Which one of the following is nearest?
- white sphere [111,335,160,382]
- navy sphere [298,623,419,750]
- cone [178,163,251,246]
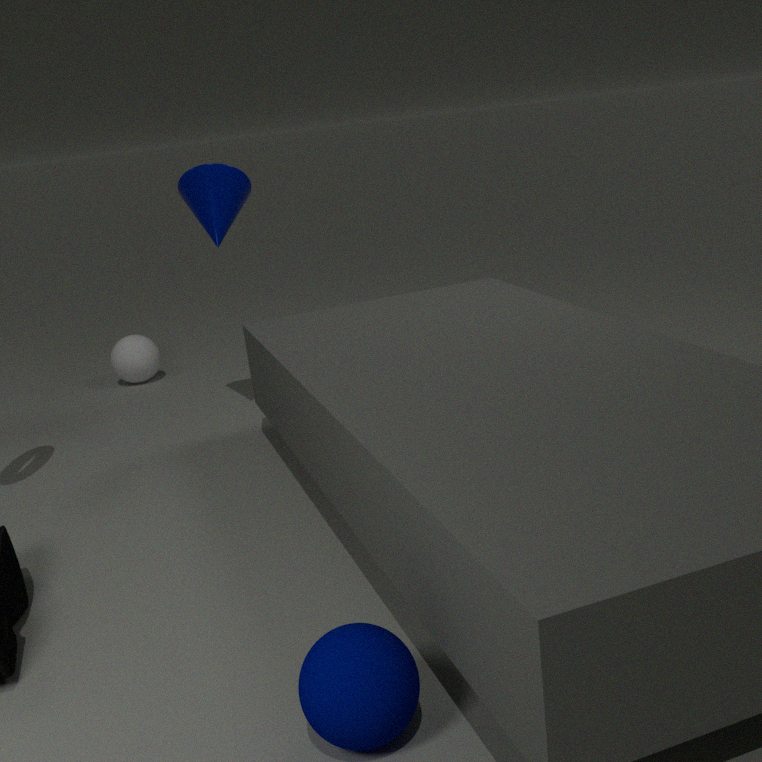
navy sphere [298,623,419,750]
